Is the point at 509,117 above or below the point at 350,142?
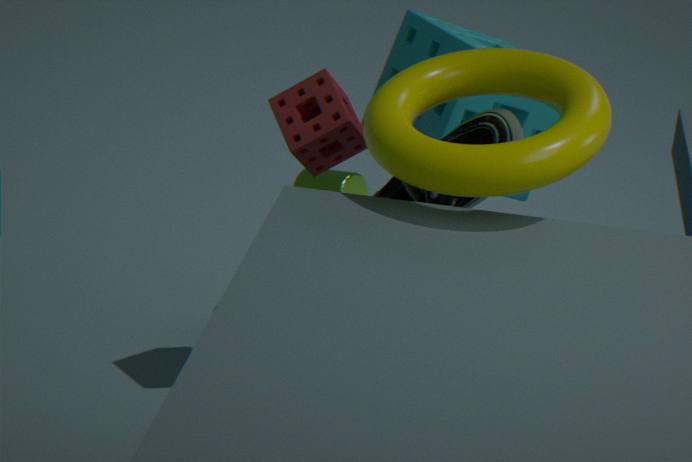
above
